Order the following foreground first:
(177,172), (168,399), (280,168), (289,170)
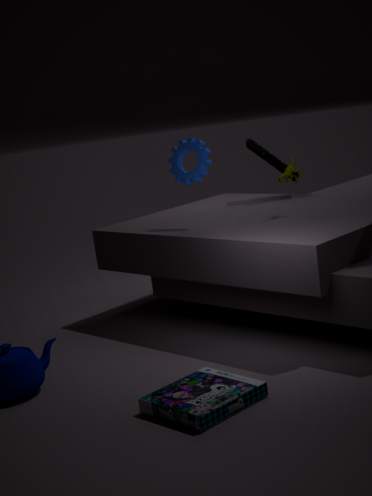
(168,399) < (289,170) < (177,172) < (280,168)
